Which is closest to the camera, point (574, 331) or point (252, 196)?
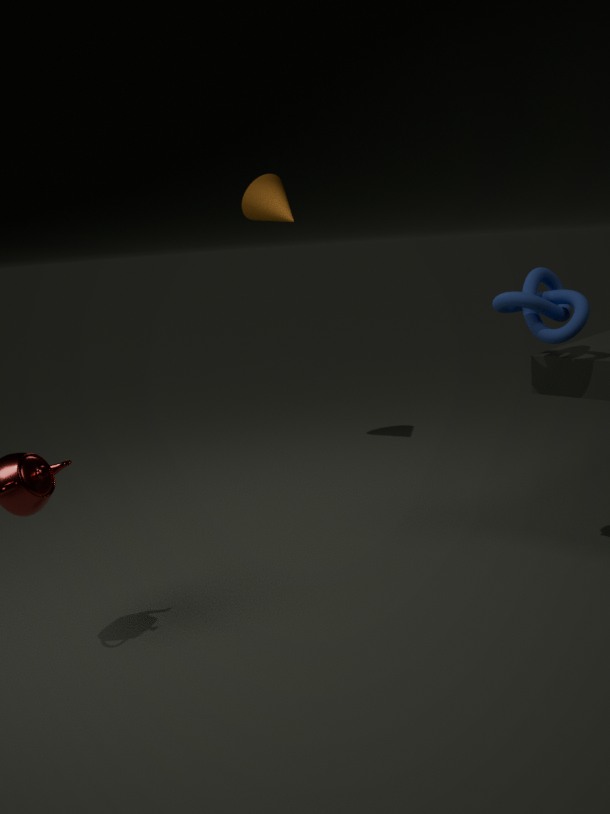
point (574, 331)
